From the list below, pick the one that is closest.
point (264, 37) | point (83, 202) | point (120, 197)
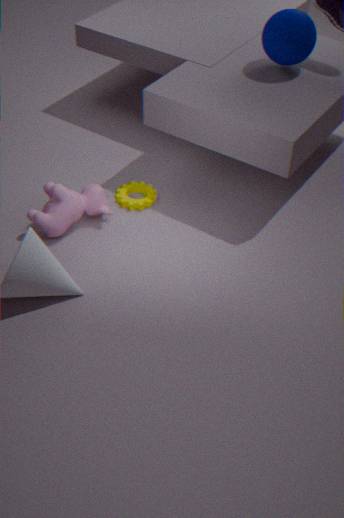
point (83, 202)
